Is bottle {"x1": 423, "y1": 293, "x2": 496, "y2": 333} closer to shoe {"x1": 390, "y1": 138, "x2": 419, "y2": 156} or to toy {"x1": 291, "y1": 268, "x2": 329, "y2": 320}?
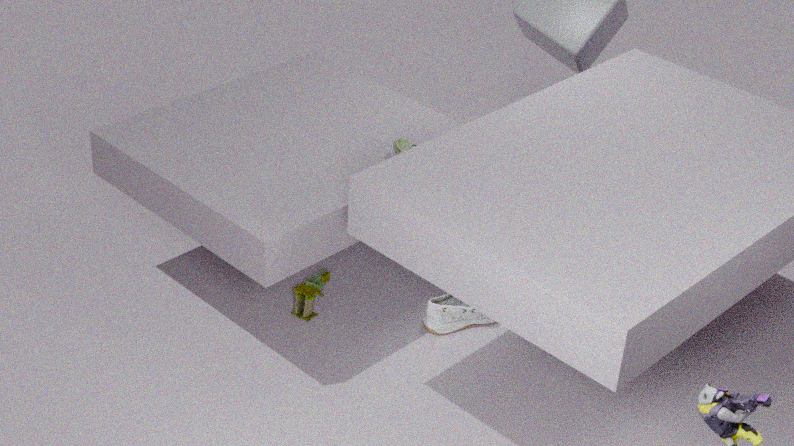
toy {"x1": 291, "y1": 268, "x2": 329, "y2": 320}
